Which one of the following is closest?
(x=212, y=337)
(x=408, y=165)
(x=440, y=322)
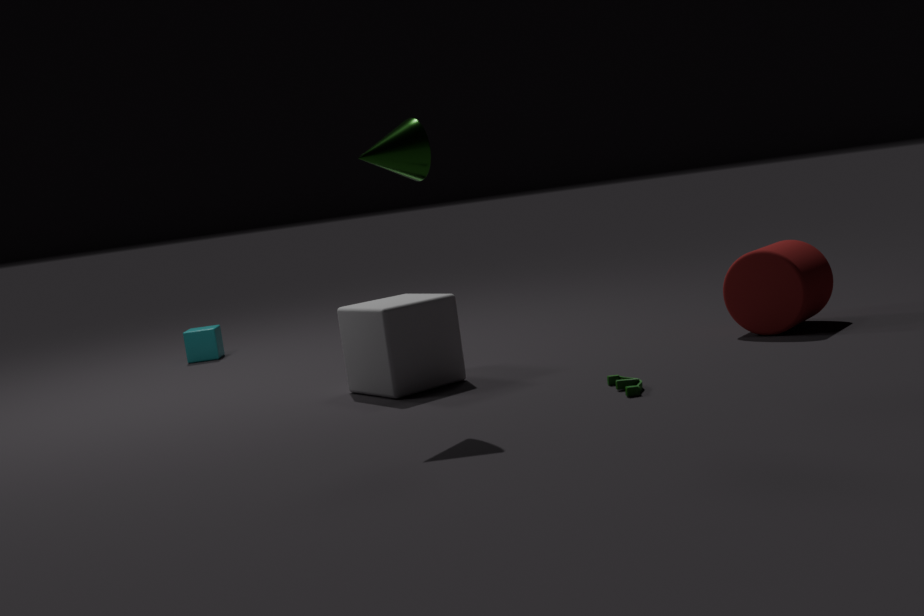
(x=408, y=165)
